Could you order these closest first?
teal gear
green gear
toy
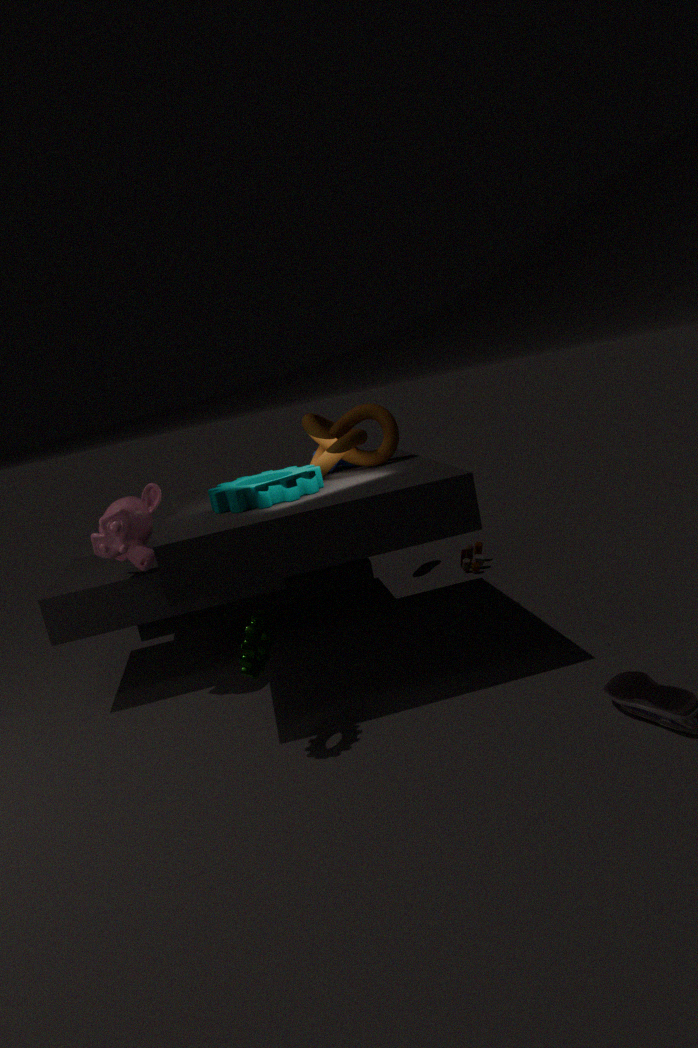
1. green gear
2. teal gear
3. toy
